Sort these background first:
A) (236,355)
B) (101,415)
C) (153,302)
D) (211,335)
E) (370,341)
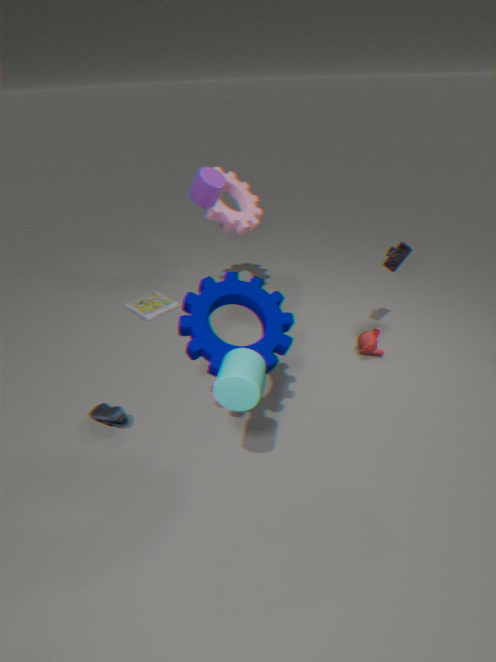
(153,302) < (370,341) < (101,415) < (211,335) < (236,355)
